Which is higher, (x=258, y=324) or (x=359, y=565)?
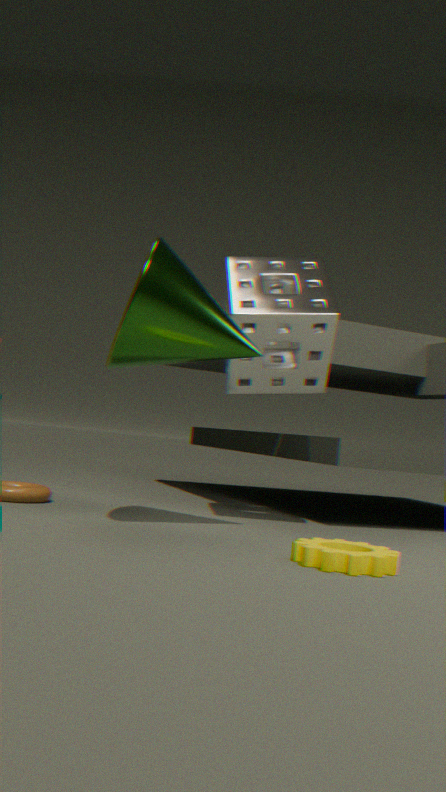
(x=258, y=324)
